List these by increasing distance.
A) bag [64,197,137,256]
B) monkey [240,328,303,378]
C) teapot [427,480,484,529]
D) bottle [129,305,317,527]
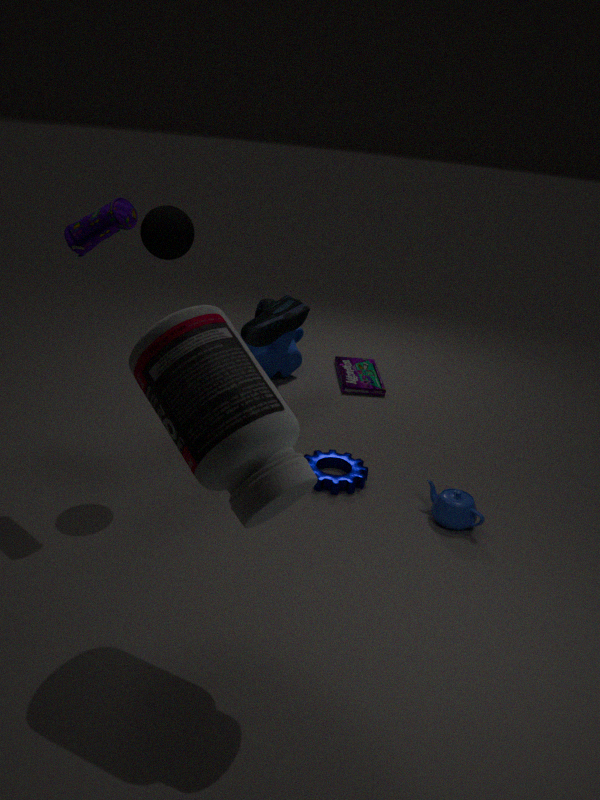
bottle [129,305,317,527] → bag [64,197,137,256] → teapot [427,480,484,529] → monkey [240,328,303,378]
